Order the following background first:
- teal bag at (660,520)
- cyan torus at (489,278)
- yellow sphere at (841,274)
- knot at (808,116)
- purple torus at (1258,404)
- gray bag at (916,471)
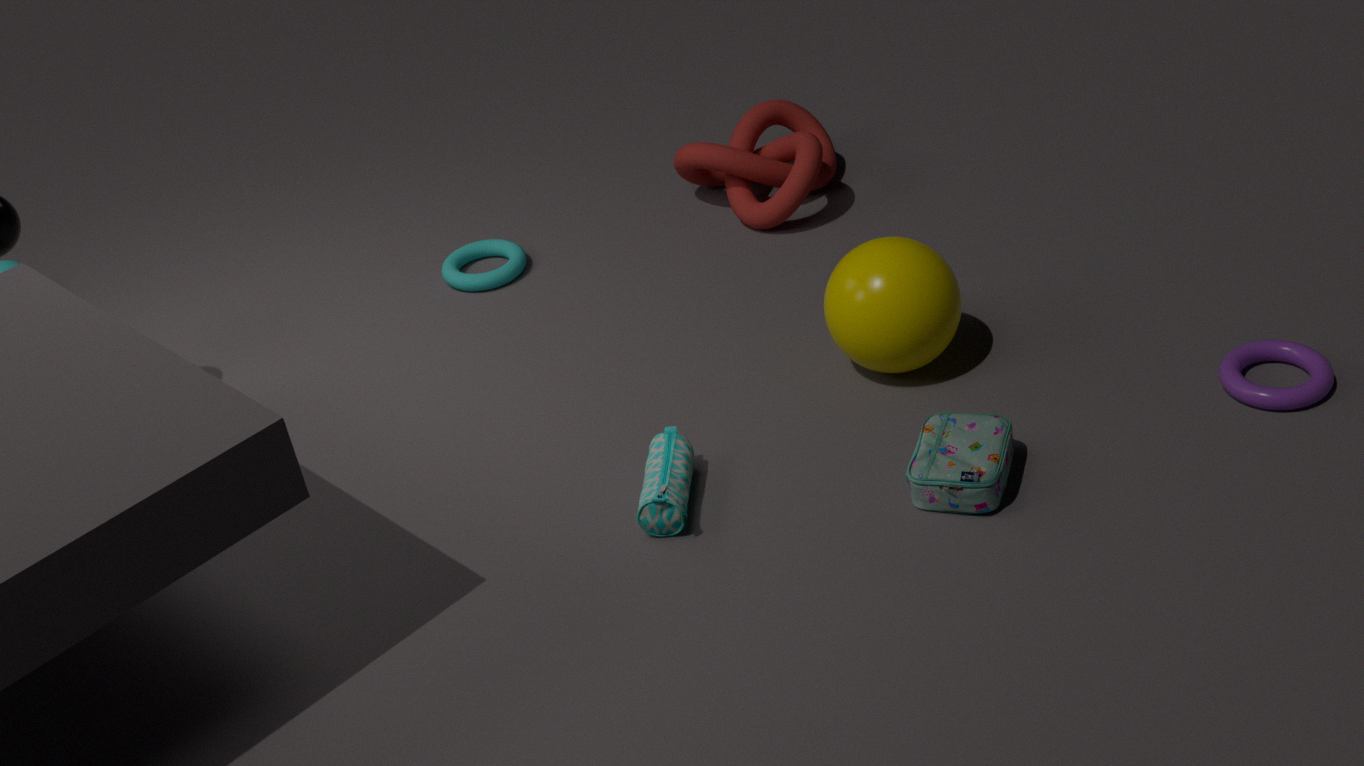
cyan torus at (489,278)
knot at (808,116)
yellow sphere at (841,274)
purple torus at (1258,404)
teal bag at (660,520)
gray bag at (916,471)
